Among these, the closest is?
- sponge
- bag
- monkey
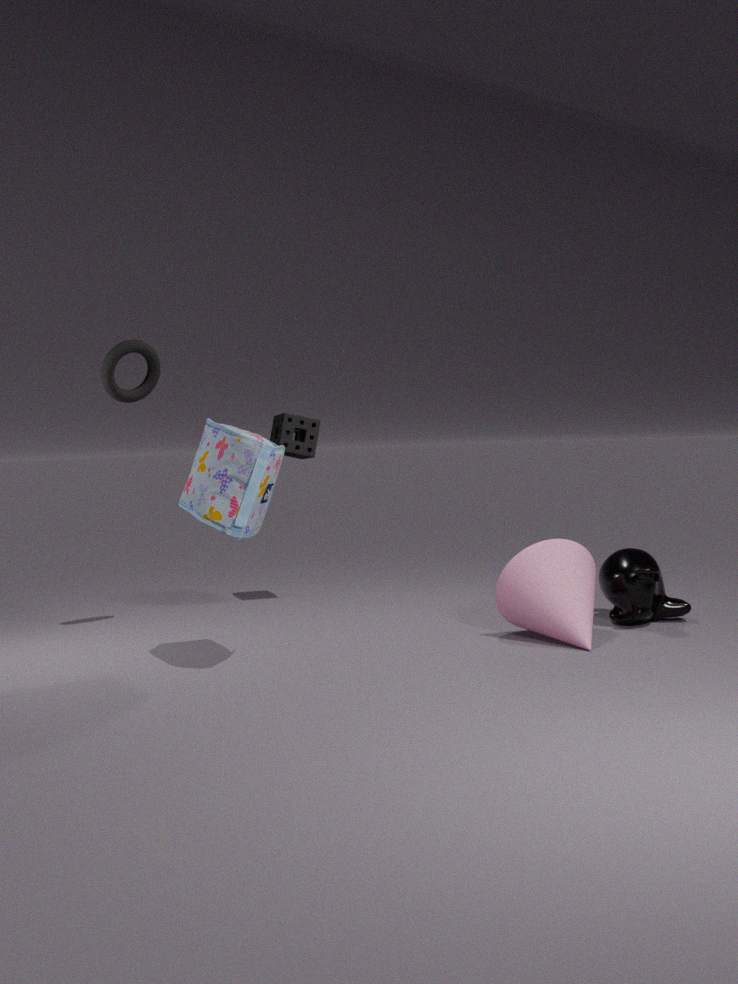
bag
